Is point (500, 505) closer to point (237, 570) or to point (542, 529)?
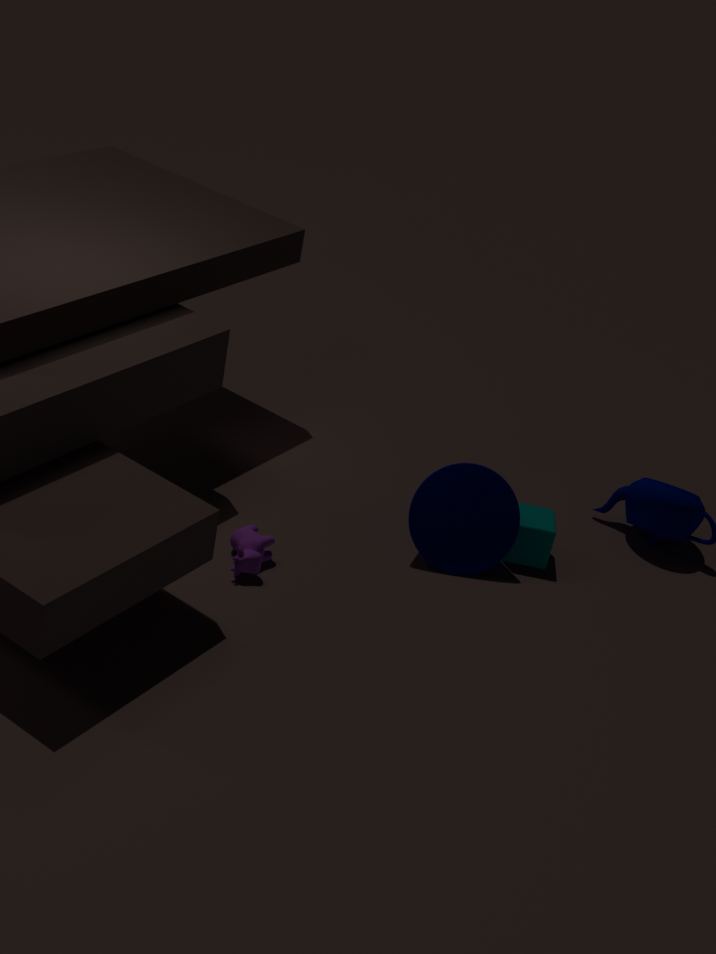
point (542, 529)
